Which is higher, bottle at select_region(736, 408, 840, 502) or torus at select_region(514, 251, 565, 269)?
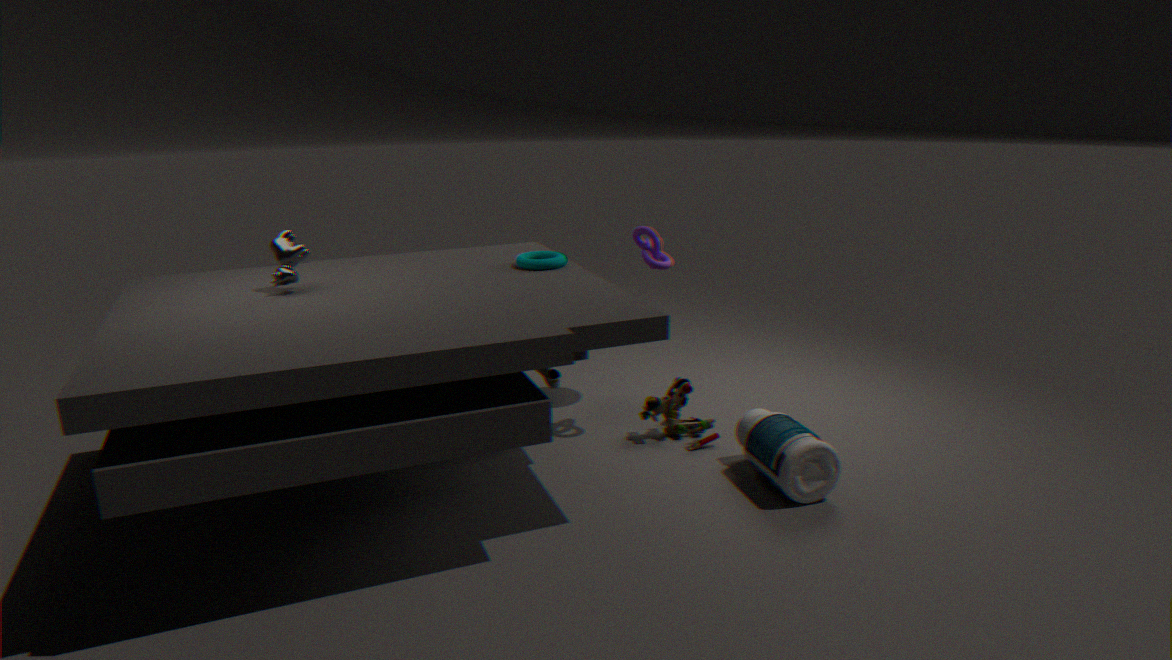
torus at select_region(514, 251, 565, 269)
